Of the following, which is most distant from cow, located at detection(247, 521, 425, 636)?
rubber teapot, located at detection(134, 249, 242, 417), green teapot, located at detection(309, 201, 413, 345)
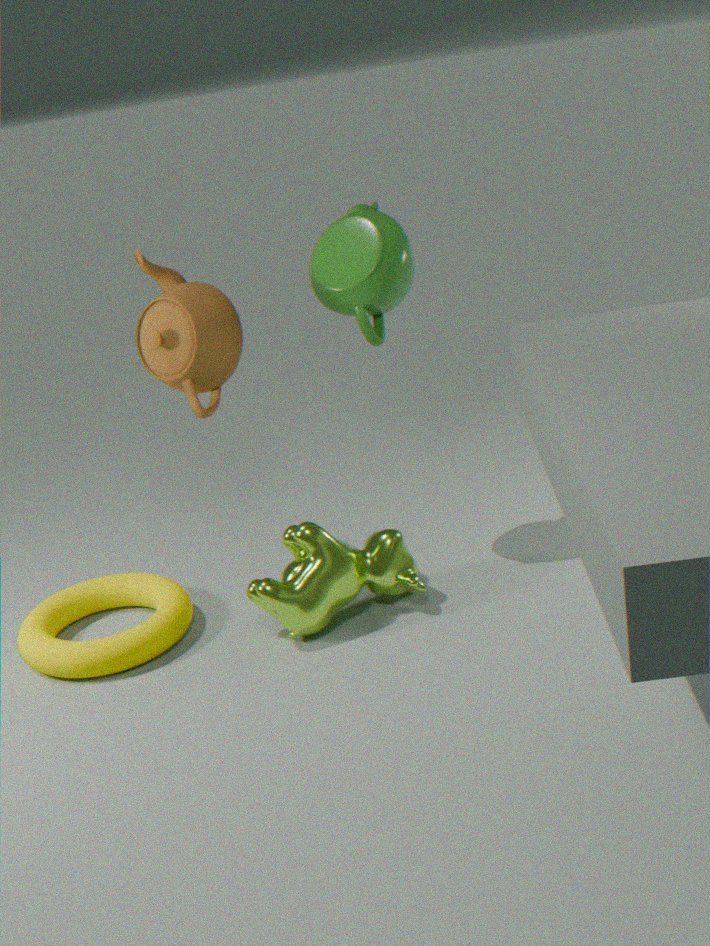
green teapot, located at detection(309, 201, 413, 345)
